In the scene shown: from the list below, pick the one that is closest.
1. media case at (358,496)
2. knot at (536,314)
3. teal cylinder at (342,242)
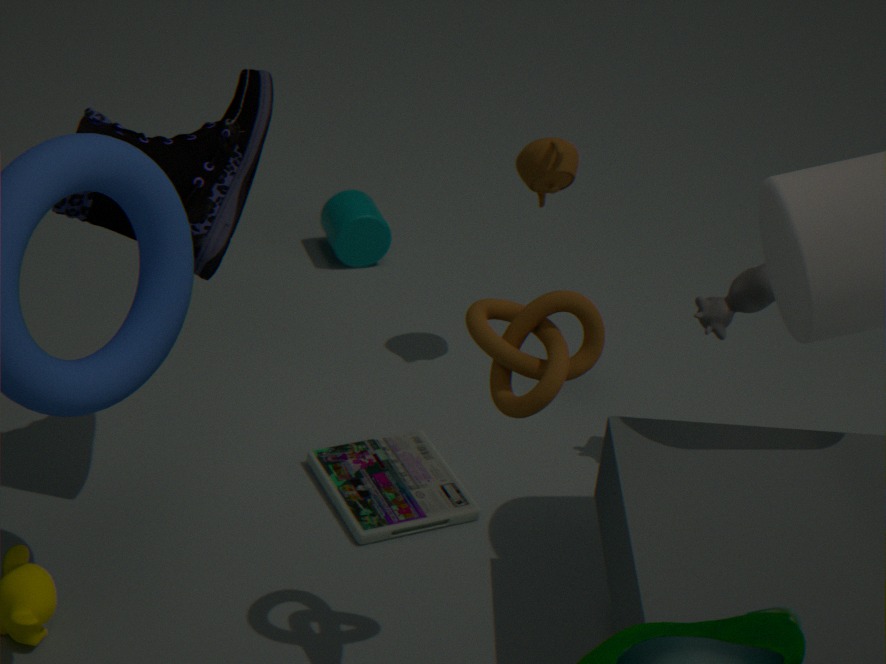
knot at (536,314)
